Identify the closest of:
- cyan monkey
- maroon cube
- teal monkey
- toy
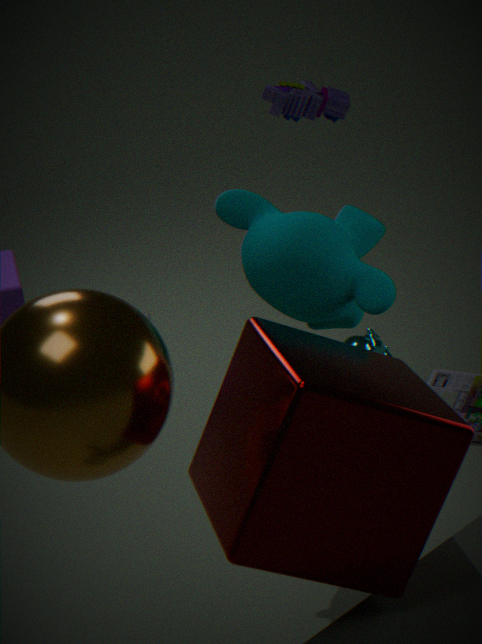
maroon cube
